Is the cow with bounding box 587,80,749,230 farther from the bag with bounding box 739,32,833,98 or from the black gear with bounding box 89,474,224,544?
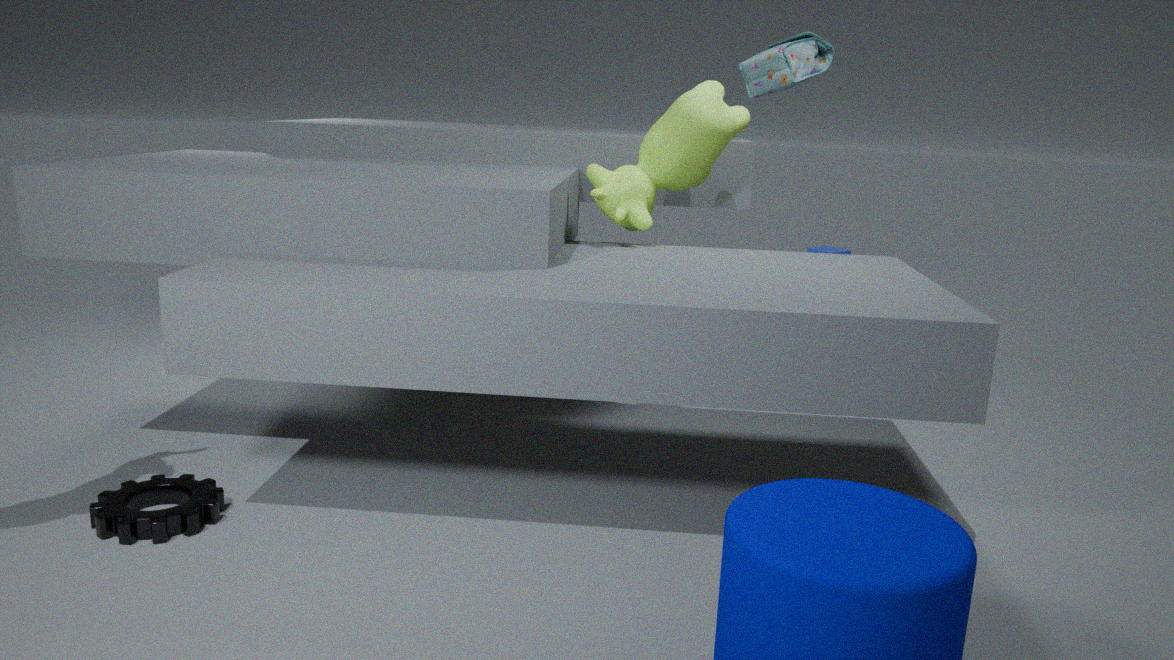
the black gear with bounding box 89,474,224,544
